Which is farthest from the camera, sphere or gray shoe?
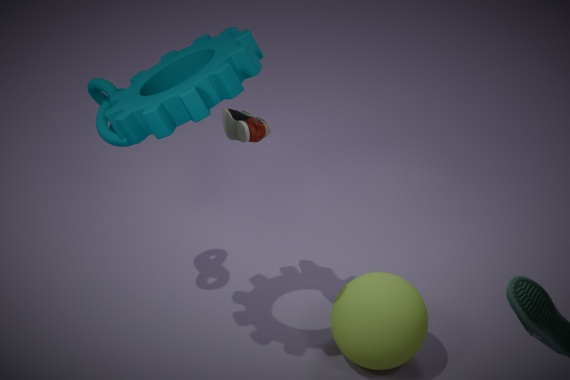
sphere
